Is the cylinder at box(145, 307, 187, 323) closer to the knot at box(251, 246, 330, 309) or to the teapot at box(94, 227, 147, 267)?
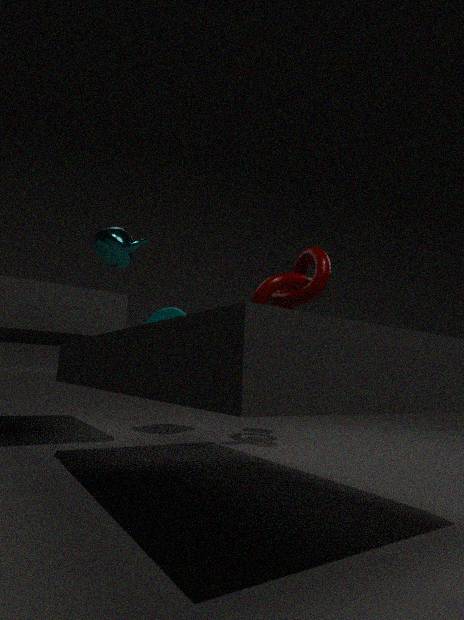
the knot at box(251, 246, 330, 309)
